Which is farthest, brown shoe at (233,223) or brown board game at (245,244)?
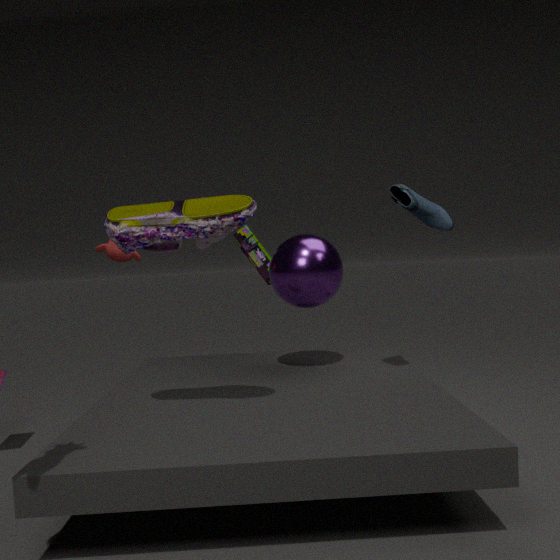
brown board game at (245,244)
